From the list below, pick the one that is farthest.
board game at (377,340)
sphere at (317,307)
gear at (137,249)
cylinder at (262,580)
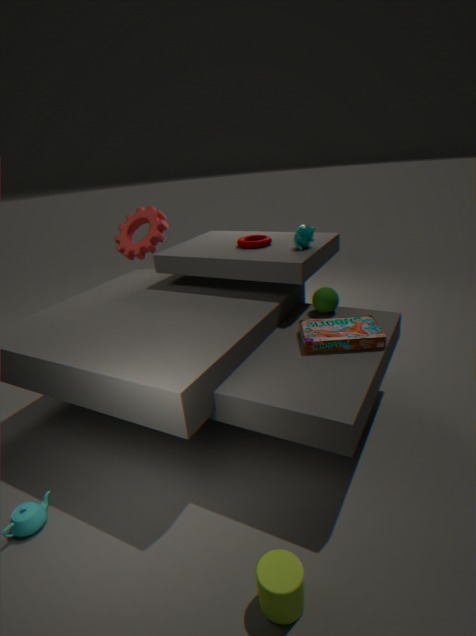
gear at (137,249)
